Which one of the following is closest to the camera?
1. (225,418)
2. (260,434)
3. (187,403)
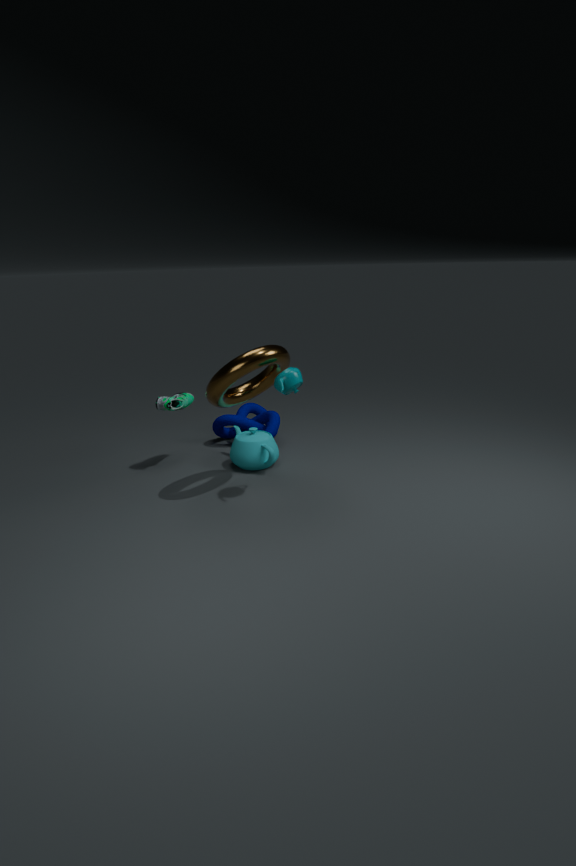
(260,434)
